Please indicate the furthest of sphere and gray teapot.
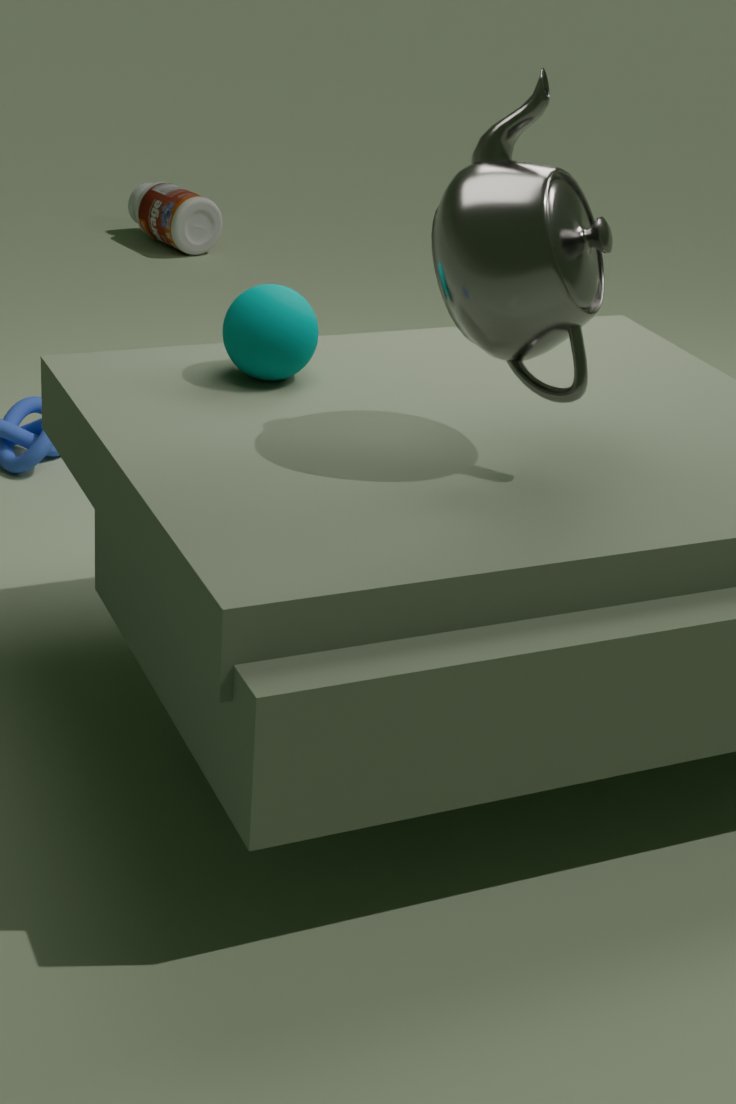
sphere
